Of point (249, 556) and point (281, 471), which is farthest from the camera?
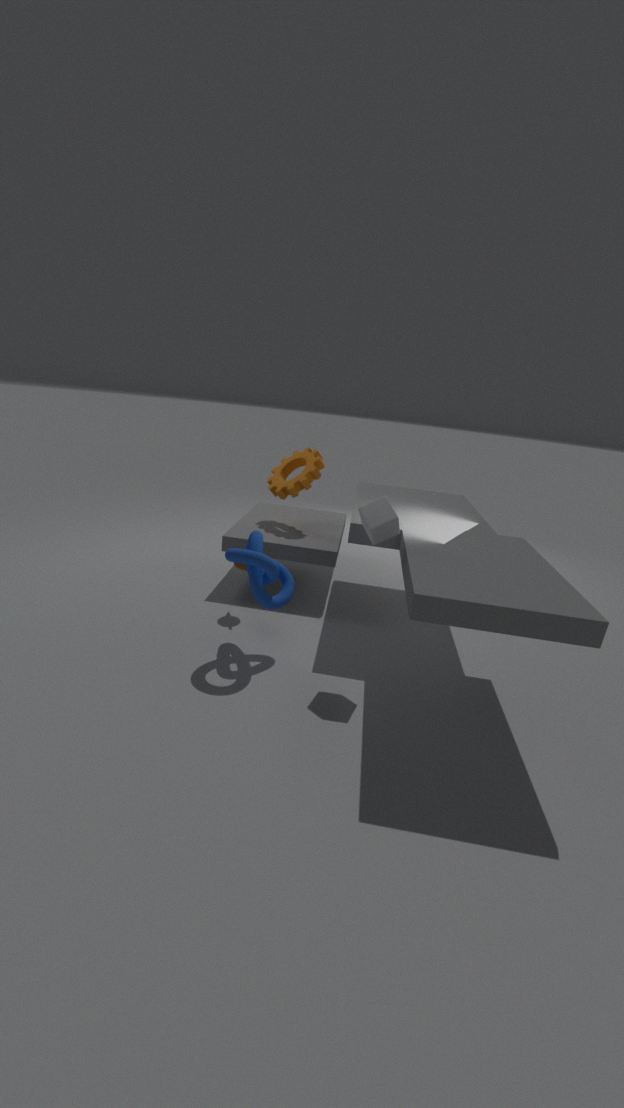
point (281, 471)
